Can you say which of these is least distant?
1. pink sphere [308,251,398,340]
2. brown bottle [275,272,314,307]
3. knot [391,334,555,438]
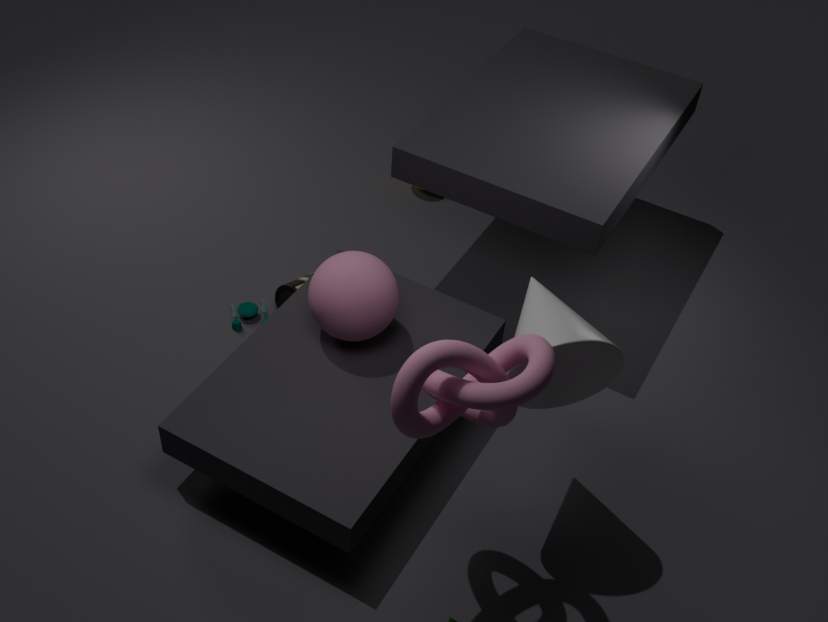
knot [391,334,555,438]
